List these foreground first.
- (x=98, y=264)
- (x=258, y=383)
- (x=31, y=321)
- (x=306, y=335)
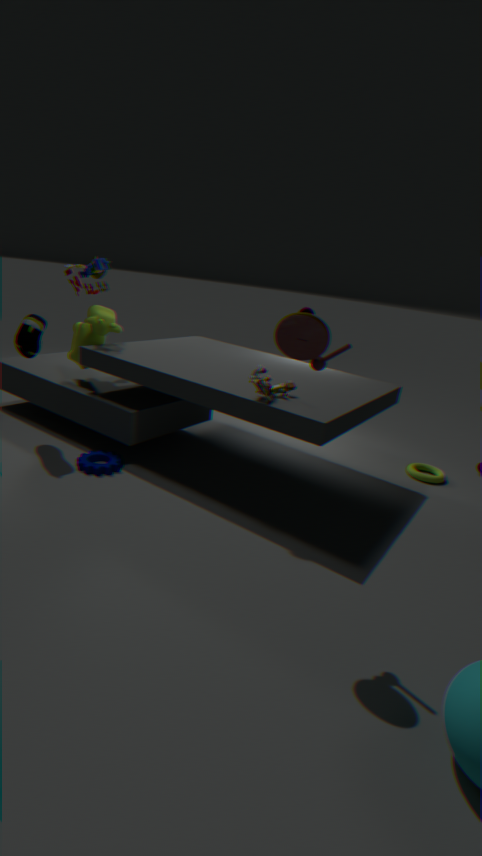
(x=306, y=335) → (x=258, y=383) → (x=31, y=321) → (x=98, y=264)
